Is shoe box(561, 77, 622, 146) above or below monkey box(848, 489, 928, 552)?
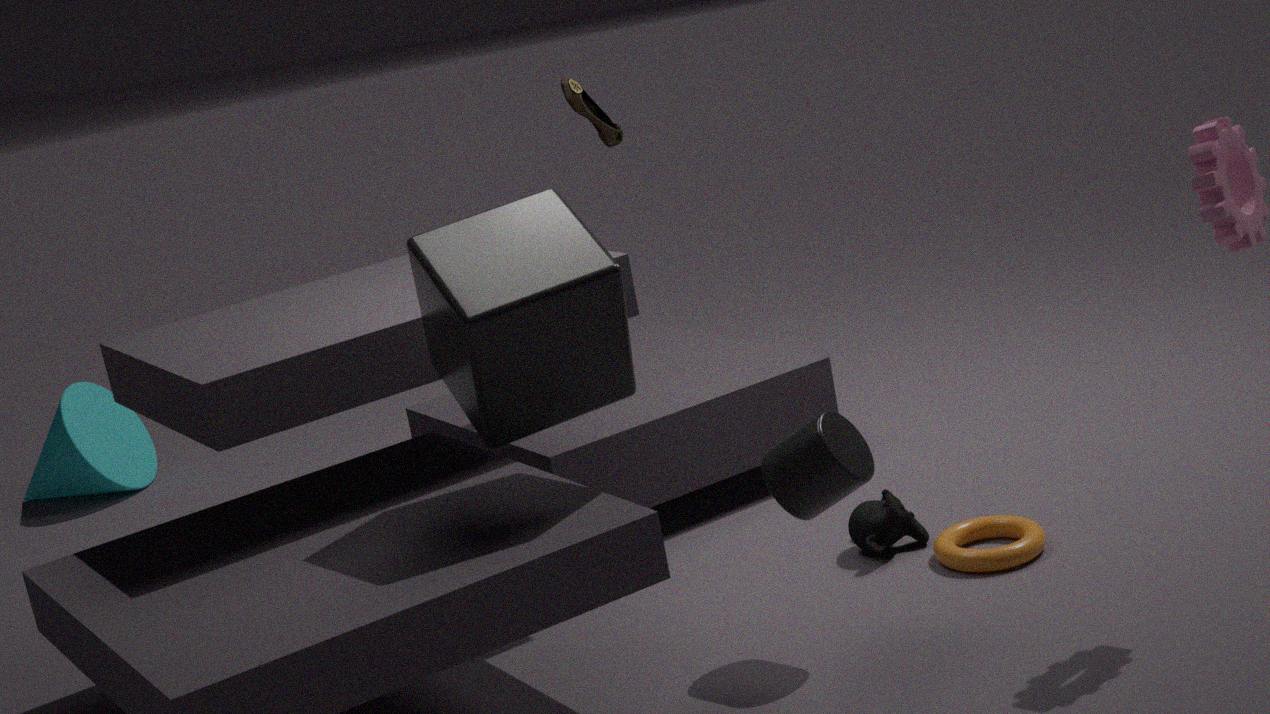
above
